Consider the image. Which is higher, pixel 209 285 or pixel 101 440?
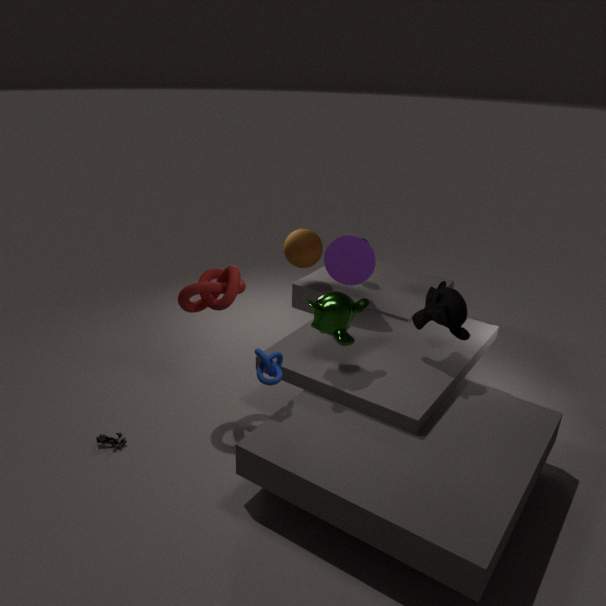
pixel 209 285
